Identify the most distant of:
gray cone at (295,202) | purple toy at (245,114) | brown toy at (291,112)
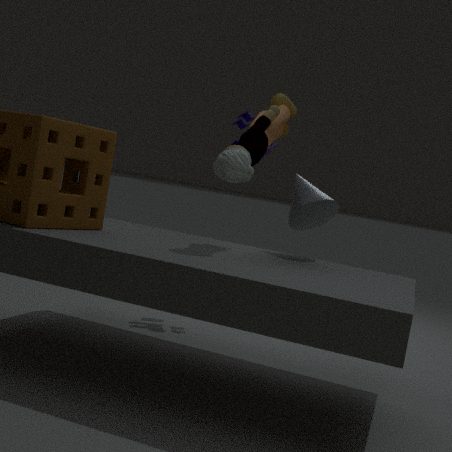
purple toy at (245,114)
